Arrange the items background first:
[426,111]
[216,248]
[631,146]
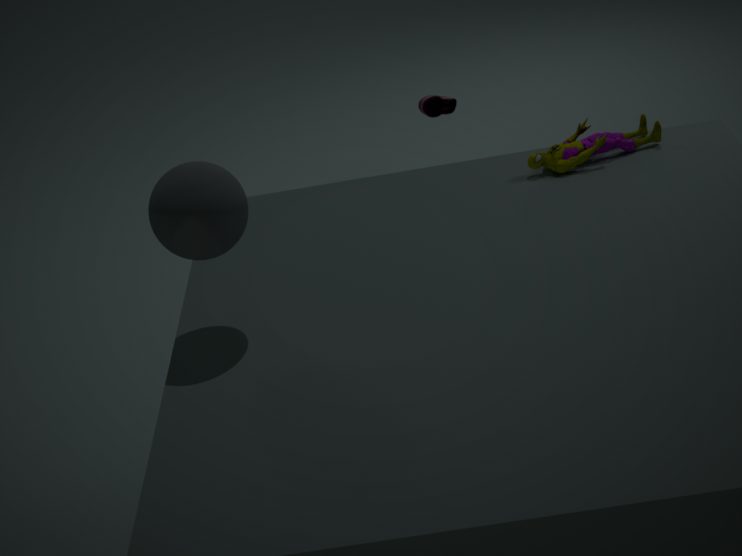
[426,111] → [631,146] → [216,248]
